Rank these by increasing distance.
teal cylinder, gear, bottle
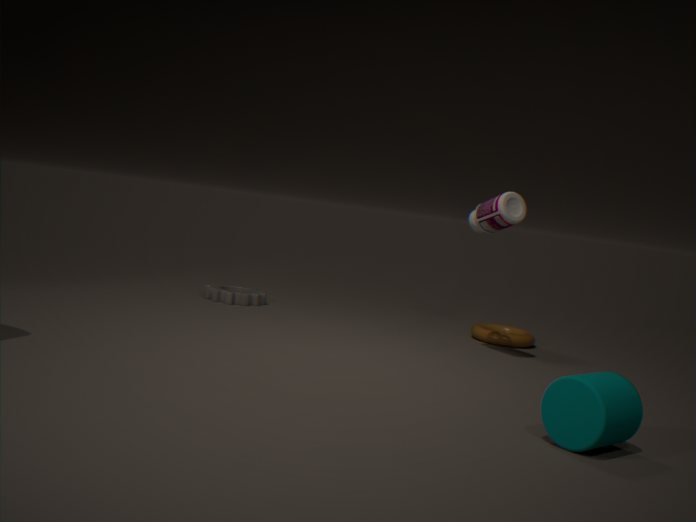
teal cylinder, bottle, gear
